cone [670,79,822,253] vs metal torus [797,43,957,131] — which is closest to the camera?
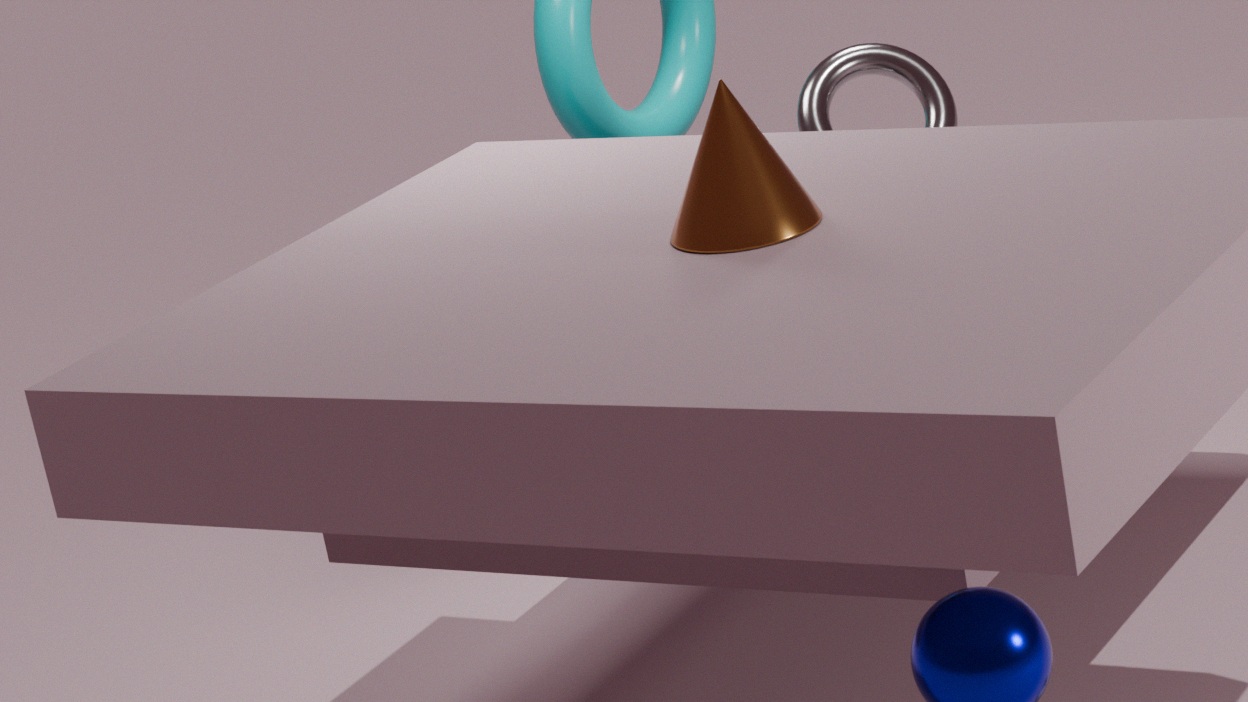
cone [670,79,822,253]
